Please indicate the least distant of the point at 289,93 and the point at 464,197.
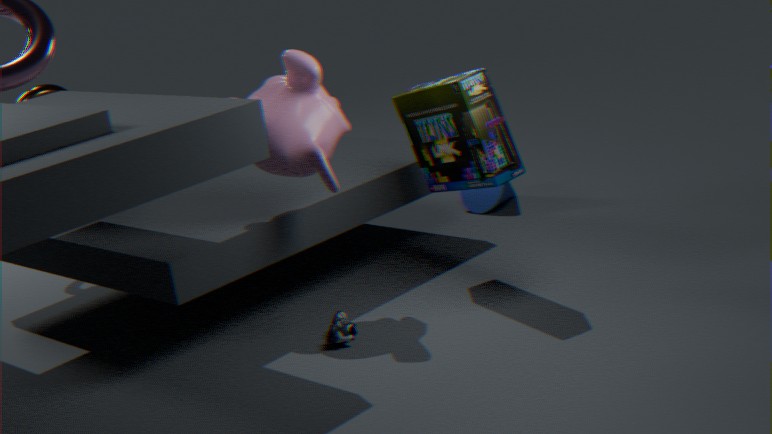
the point at 289,93
